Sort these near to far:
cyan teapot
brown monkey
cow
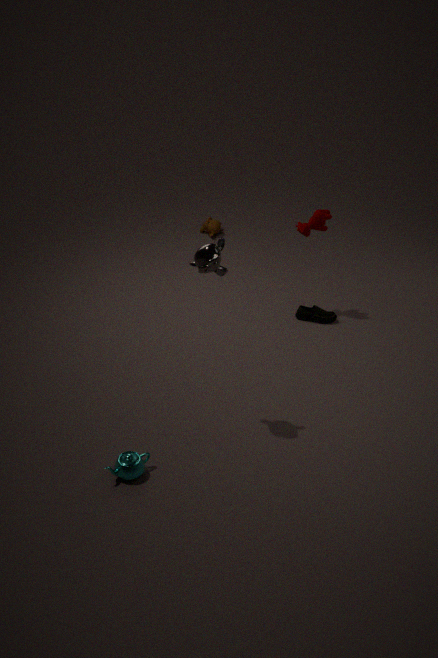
cyan teapot < cow < brown monkey
